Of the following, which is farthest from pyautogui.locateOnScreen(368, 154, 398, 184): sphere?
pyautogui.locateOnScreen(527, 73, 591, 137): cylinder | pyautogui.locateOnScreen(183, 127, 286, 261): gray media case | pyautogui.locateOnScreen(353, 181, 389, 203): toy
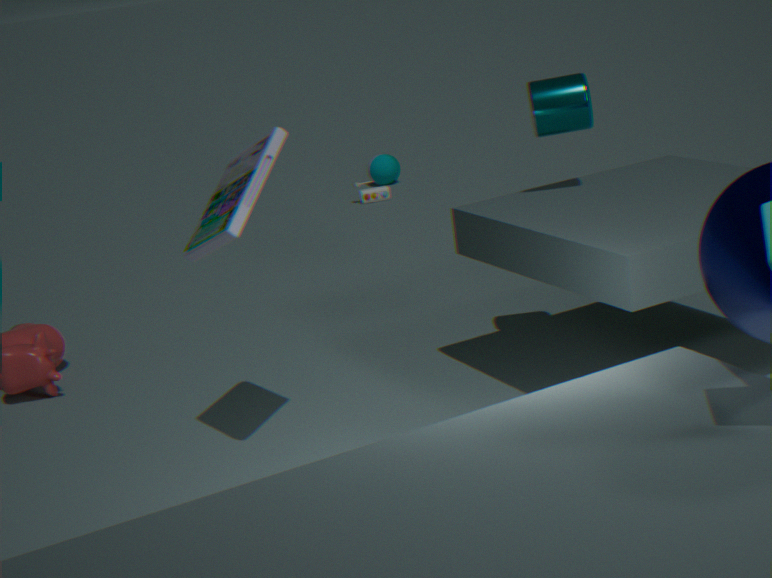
pyautogui.locateOnScreen(183, 127, 286, 261): gray media case
